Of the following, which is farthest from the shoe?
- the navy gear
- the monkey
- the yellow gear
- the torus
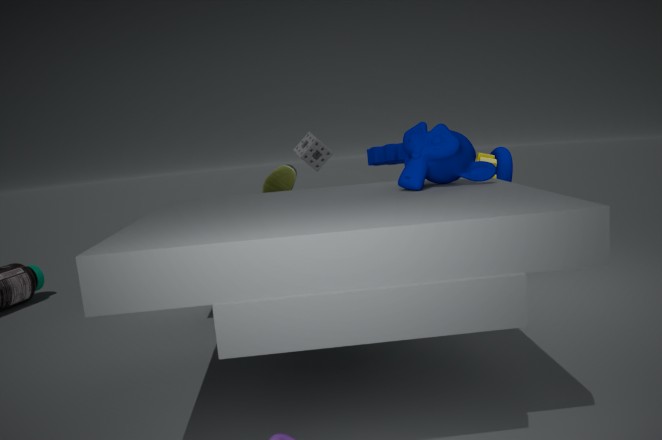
the torus
